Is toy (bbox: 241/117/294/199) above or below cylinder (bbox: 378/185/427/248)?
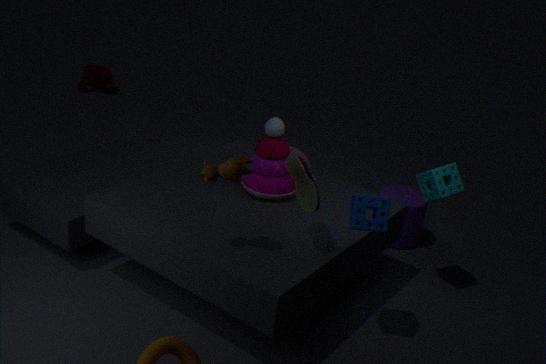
above
